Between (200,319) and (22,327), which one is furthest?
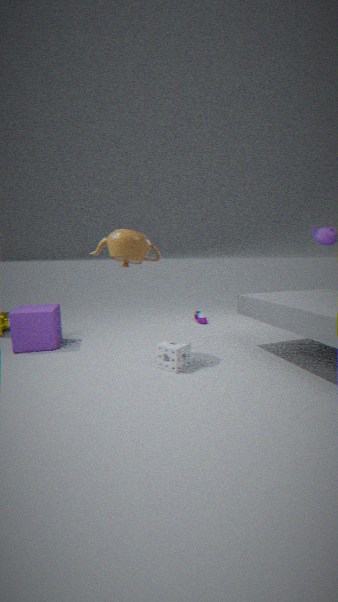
(200,319)
